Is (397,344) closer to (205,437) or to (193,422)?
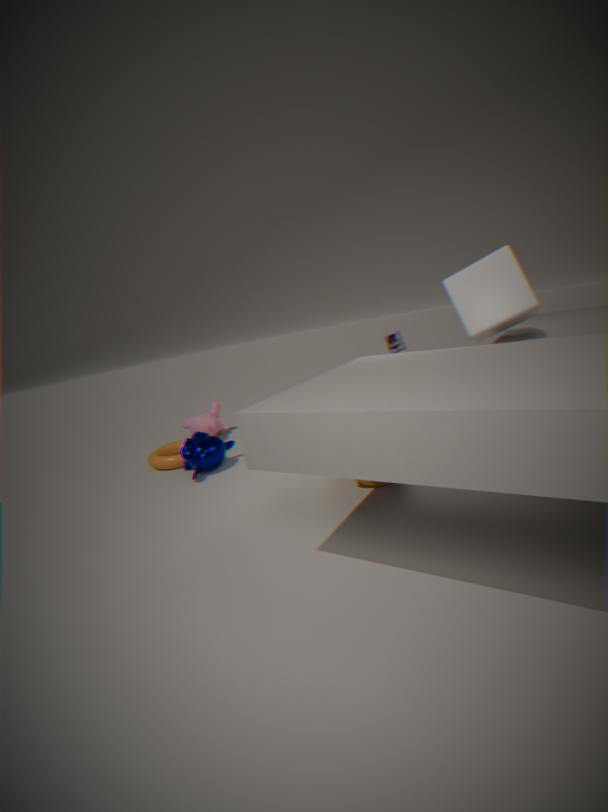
(205,437)
